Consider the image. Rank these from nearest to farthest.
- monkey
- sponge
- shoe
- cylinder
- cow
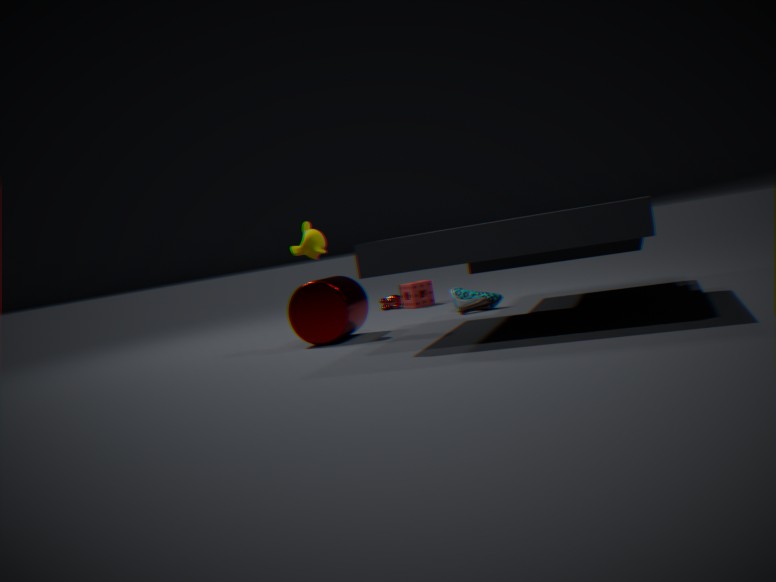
cylinder → monkey → shoe → sponge → cow
